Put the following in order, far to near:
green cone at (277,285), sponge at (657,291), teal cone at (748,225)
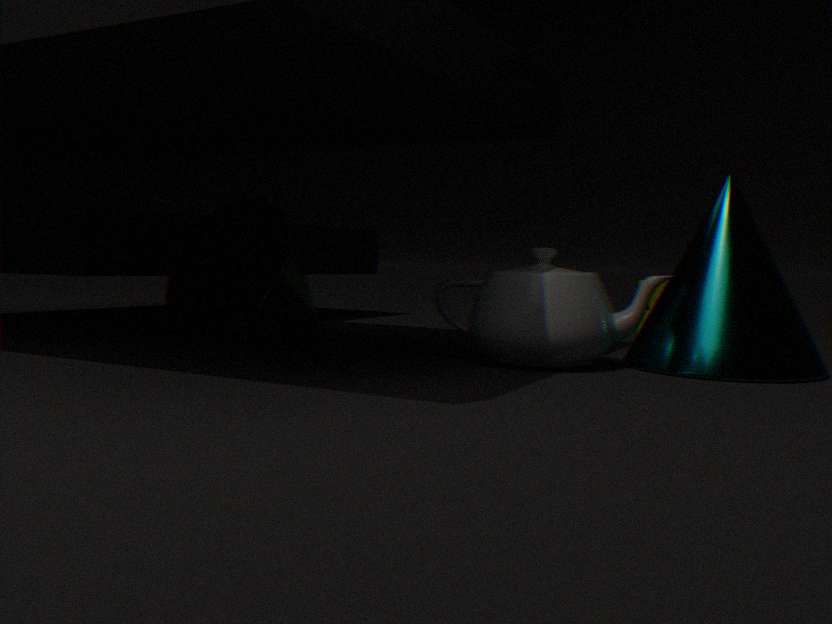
sponge at (657,291)
green cone at (277,285)
teal cone at (748,225)
